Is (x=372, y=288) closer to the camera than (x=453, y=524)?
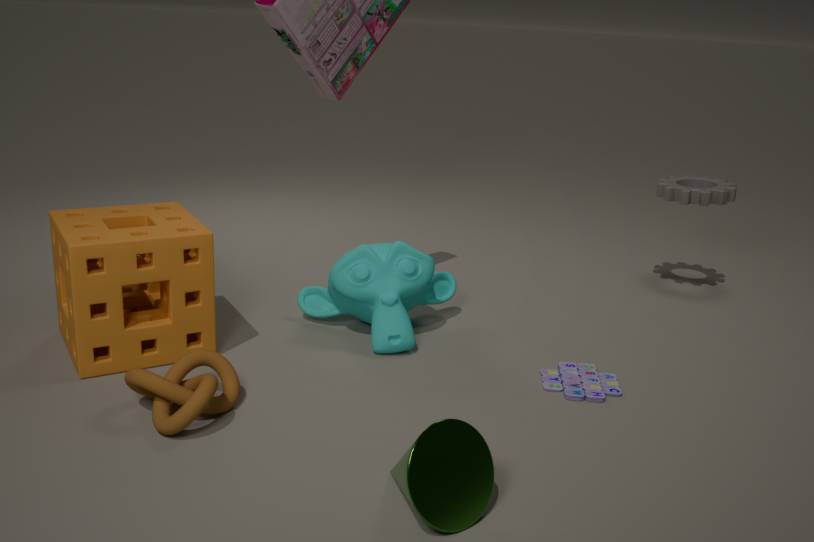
No
